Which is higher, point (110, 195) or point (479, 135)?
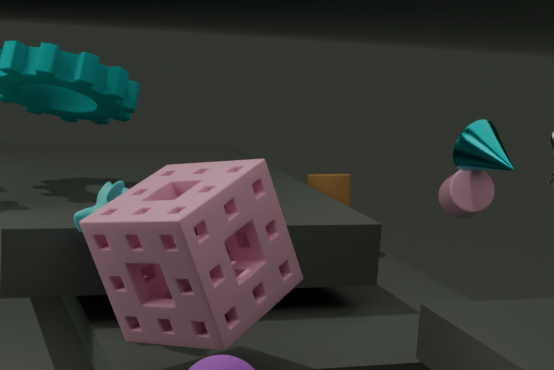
point (479, 135)
